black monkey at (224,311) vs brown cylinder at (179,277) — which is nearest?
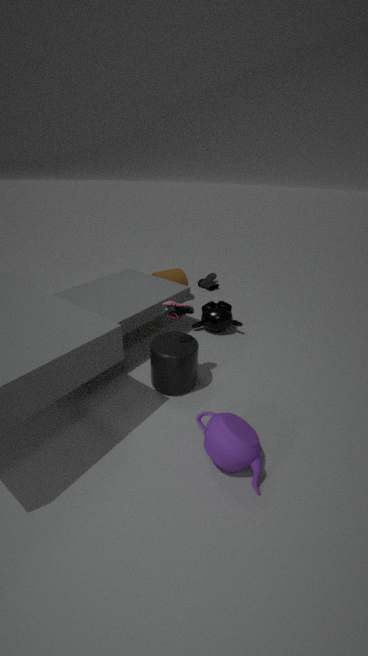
black monkey at (224,311)
